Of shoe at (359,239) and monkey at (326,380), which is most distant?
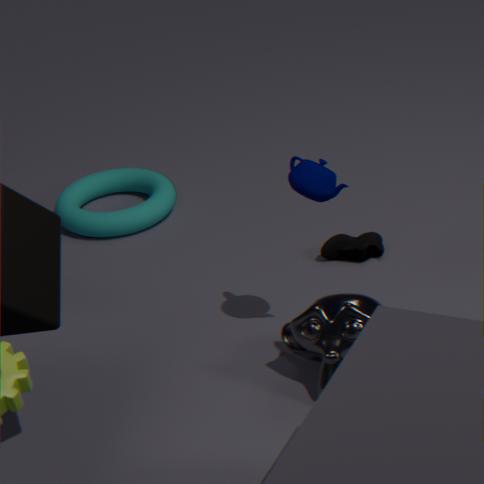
shoe at (359,239)
